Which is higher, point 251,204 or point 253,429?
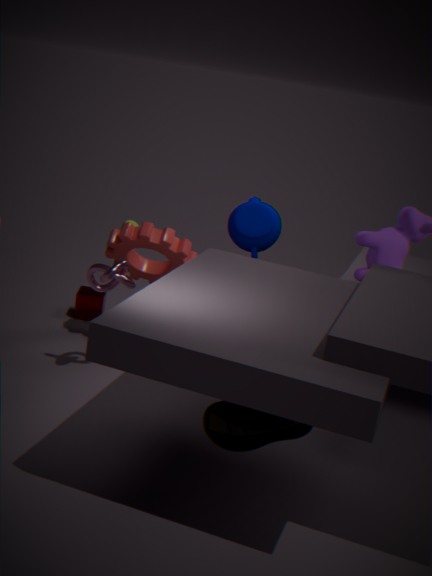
point 251,204
